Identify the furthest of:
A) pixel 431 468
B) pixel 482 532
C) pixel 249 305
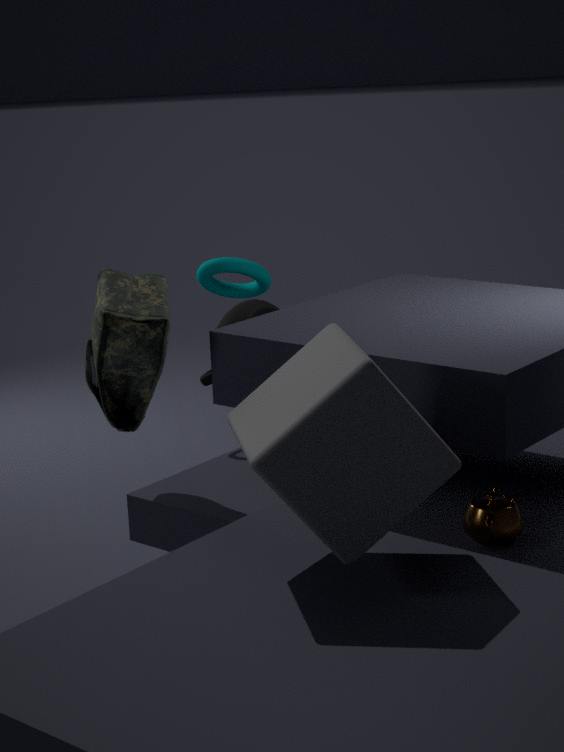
pixel 249 305
